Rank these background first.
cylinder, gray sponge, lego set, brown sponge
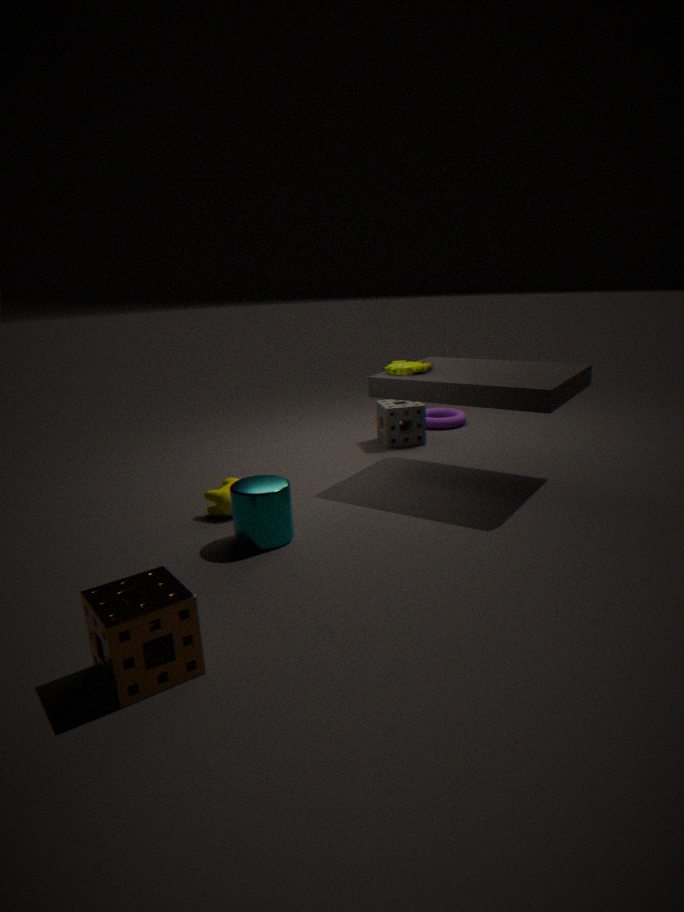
gray sponge < lego set < cylinder < brown sponge
